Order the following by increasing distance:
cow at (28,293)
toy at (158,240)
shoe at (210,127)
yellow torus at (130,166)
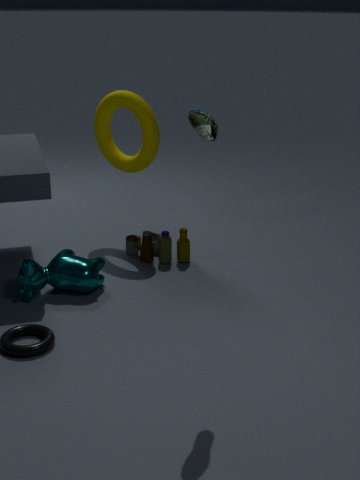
shoe at (210,127)
cow at (28,293)
toy at (158,240)
yellow torus at (130,166)
